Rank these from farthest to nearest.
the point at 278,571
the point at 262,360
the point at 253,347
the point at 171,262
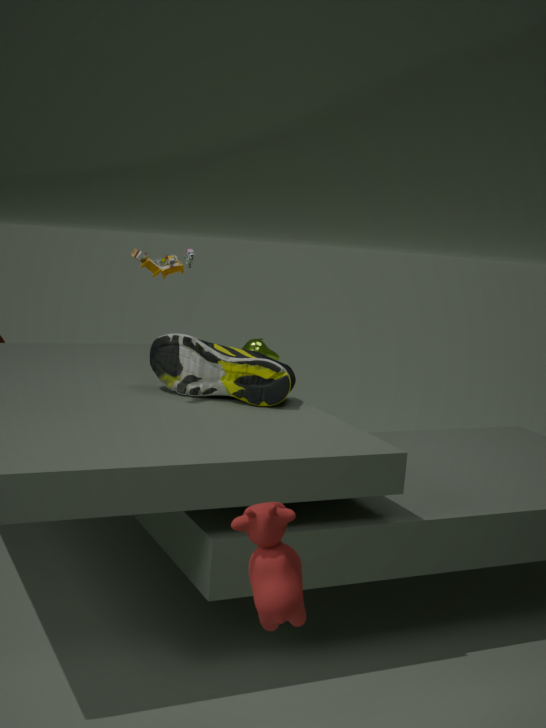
the point at 253,347 → the point at 262,360 → the point at 171,262 → the point at 278,571
